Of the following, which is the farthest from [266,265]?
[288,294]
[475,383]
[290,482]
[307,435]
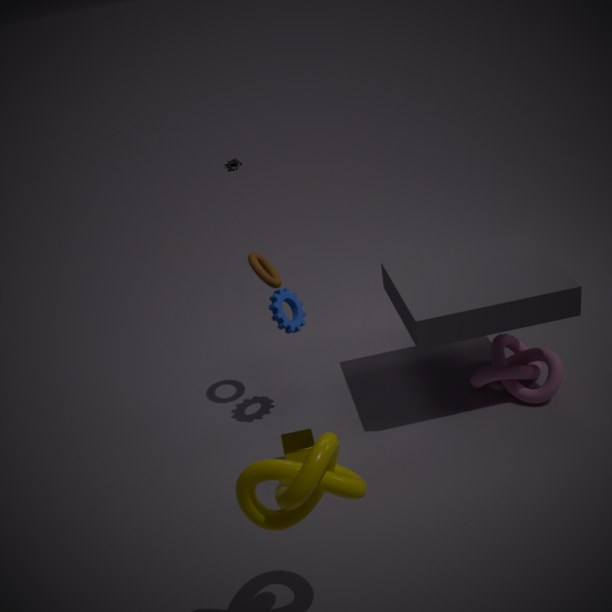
[290,482]
